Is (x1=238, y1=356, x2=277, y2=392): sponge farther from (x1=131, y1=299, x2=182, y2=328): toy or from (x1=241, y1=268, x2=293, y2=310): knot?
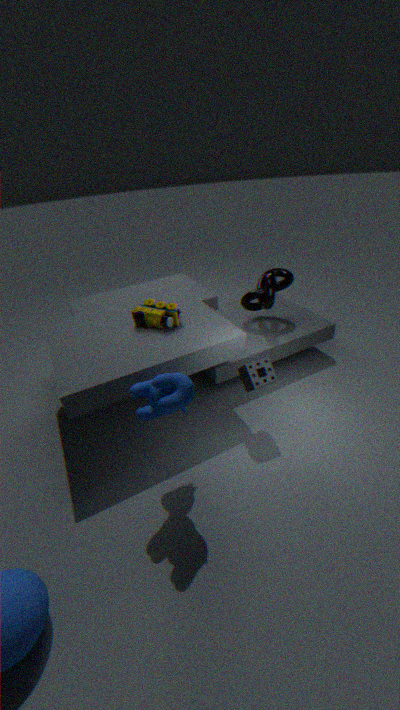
(x1=241, y1=268, x2=293, y2=310): knot
